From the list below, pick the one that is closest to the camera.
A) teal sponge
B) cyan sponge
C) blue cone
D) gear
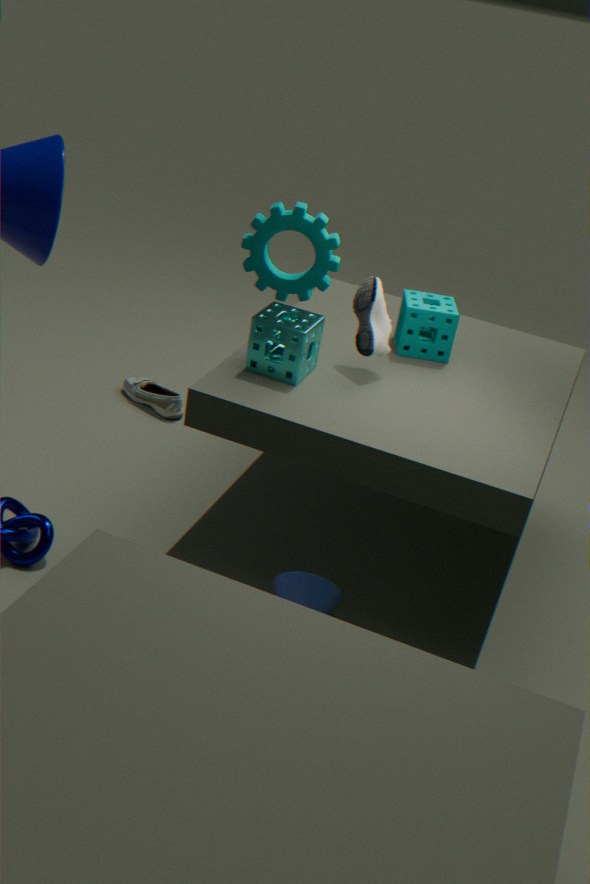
gear
